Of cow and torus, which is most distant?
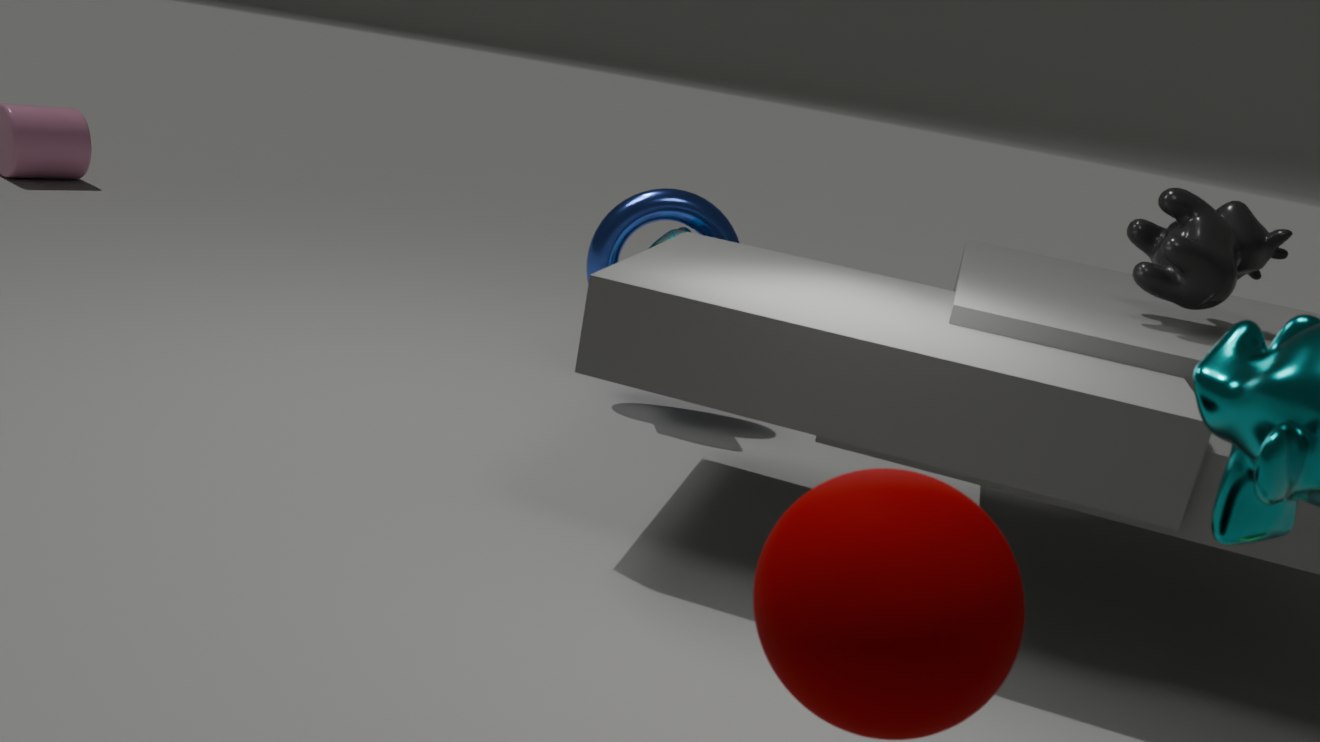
torus
